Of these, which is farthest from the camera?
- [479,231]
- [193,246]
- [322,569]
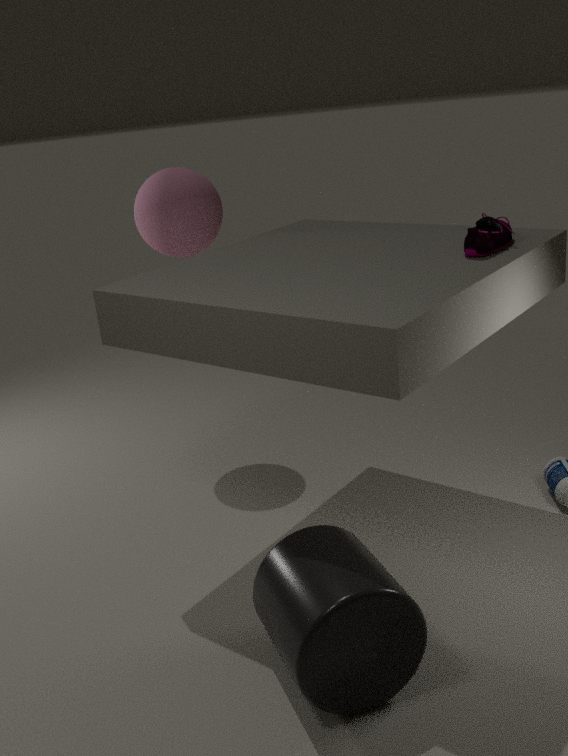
[193,246]
